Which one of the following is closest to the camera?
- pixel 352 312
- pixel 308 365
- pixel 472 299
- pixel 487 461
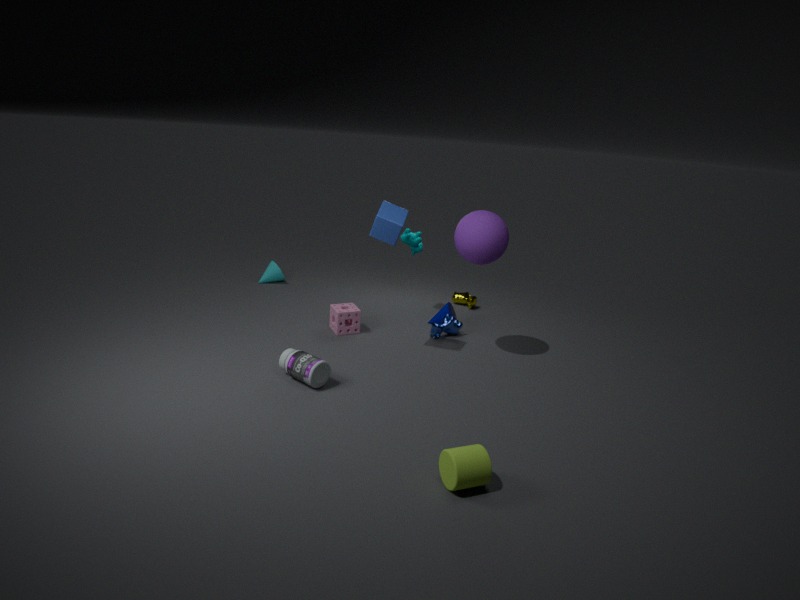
pixel 487 461
